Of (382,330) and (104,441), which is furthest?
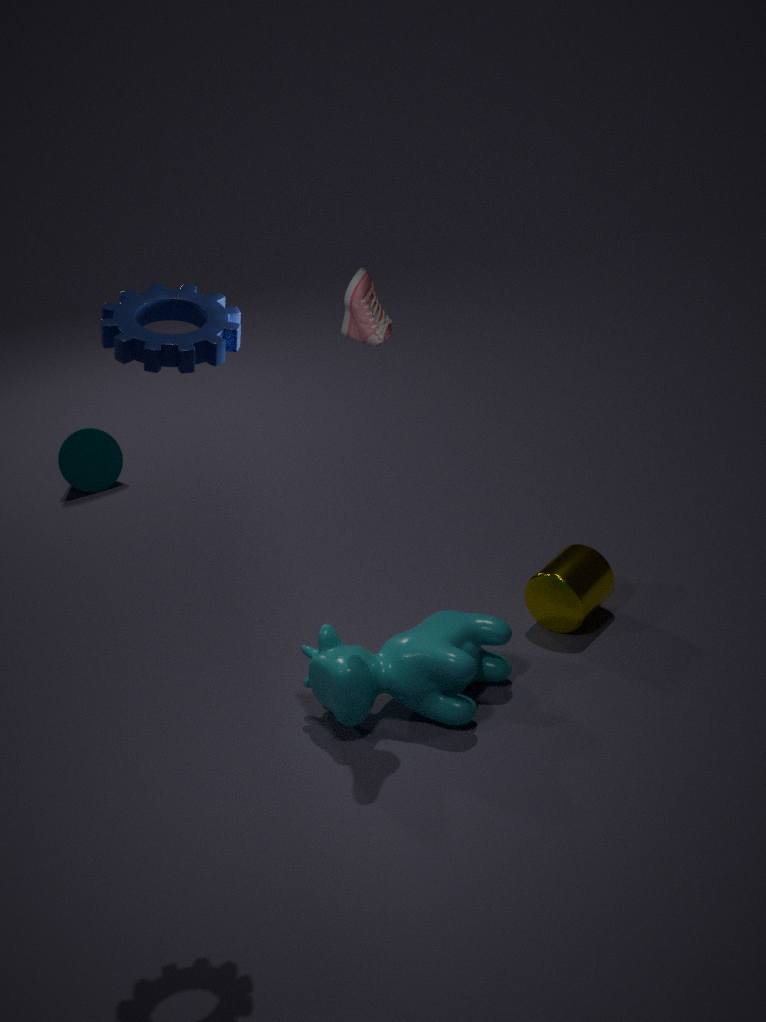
(104,441)
